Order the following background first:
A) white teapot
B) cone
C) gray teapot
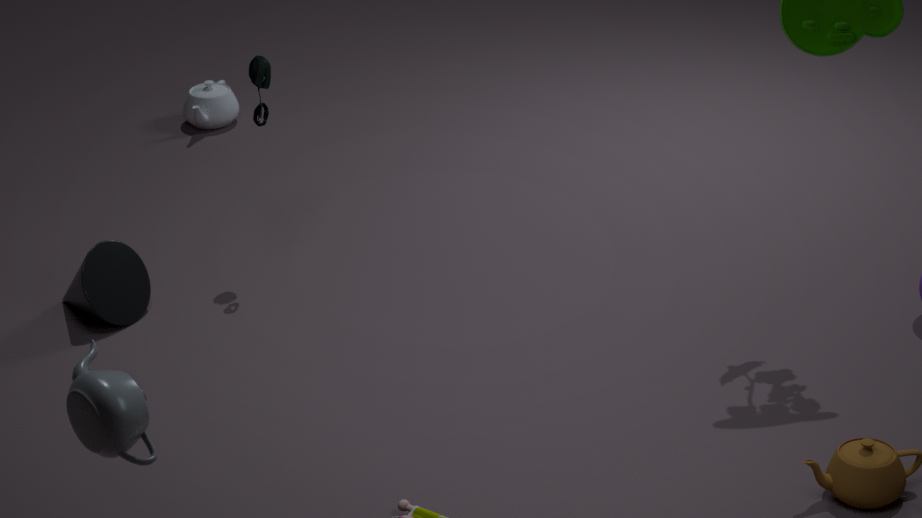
white teapot, cone, gray teapot
